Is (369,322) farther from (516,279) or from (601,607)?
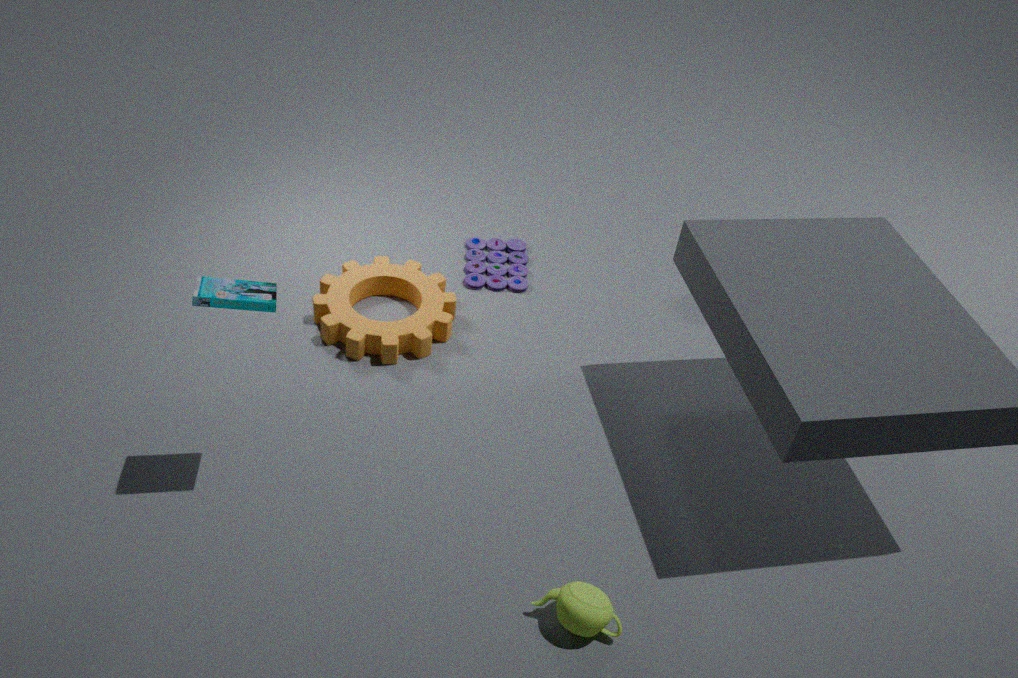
(601,607)
